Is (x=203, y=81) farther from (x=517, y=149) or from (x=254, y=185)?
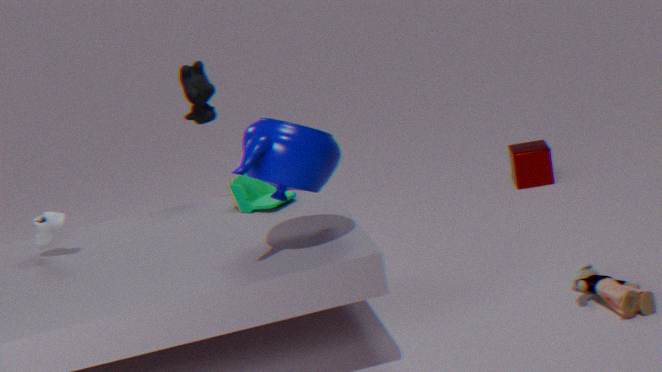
(x=517, y=149)
